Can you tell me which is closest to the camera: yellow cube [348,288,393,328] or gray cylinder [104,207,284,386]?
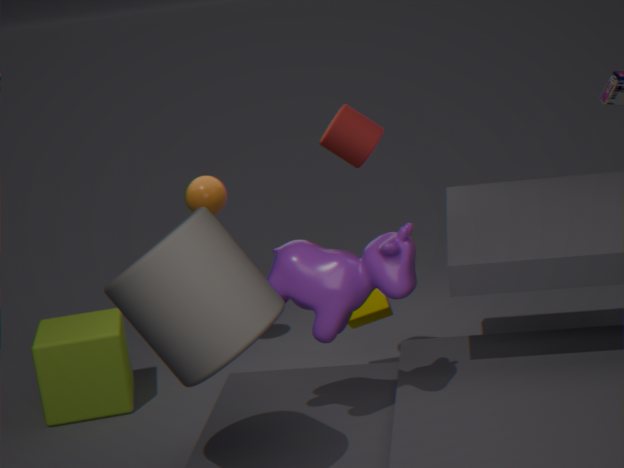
gray cylinder [104,207,284,386]
